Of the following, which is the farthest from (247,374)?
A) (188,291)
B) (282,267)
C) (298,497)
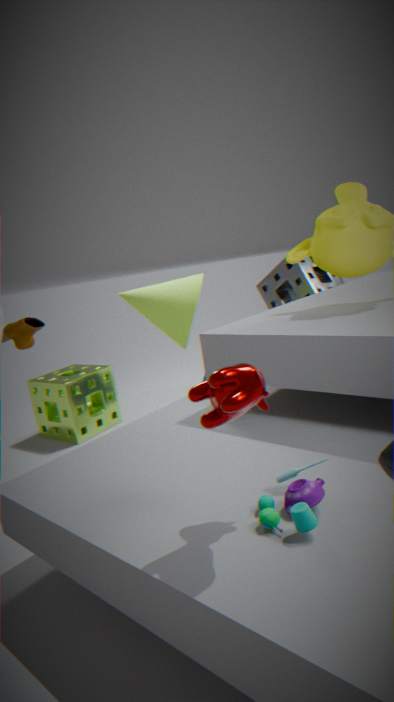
(282,267)
